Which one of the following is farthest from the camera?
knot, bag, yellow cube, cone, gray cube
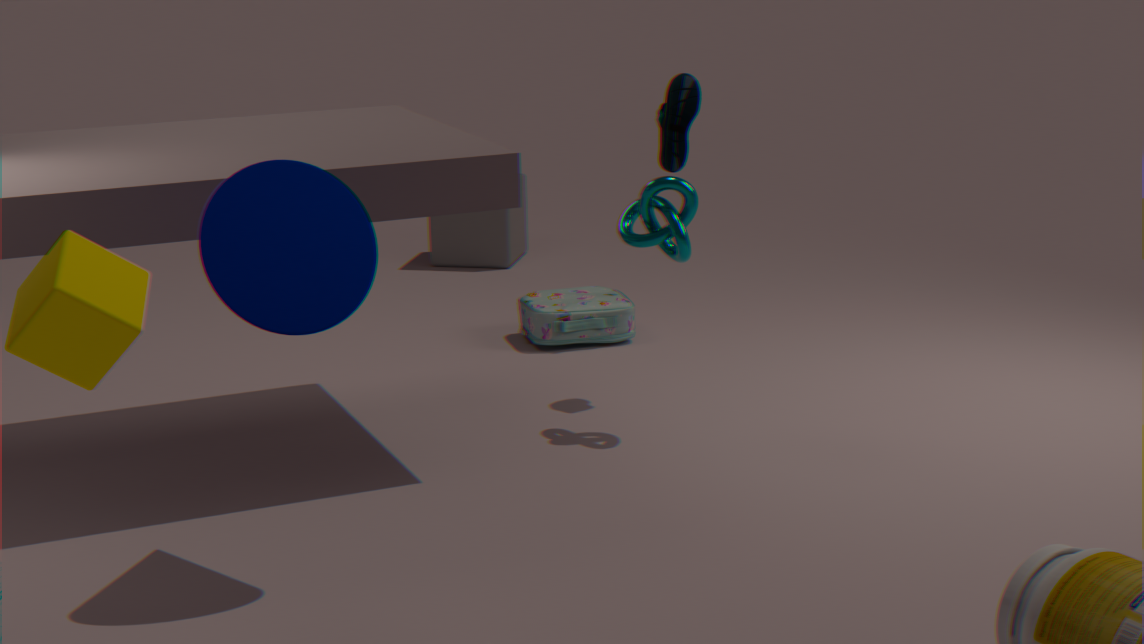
gray cube
